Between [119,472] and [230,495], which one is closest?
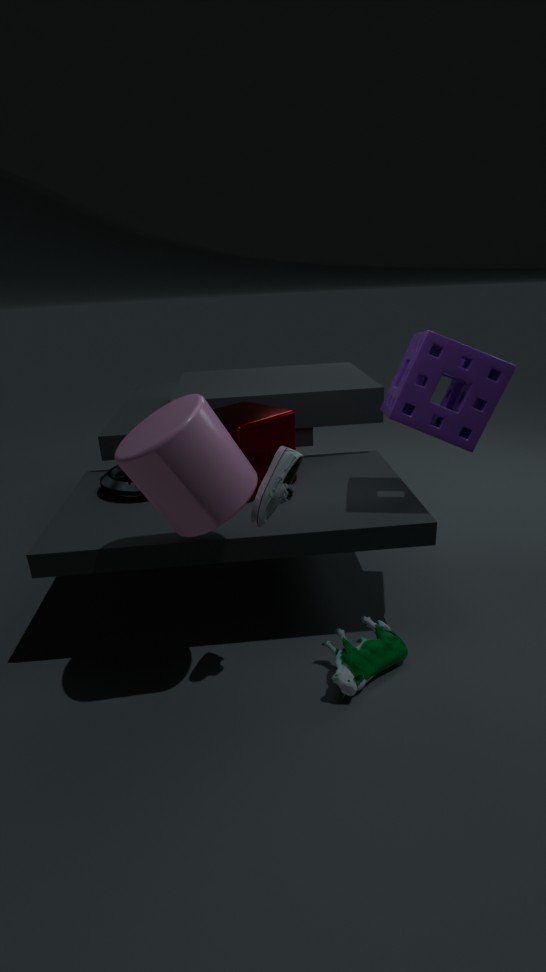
[230,495]
